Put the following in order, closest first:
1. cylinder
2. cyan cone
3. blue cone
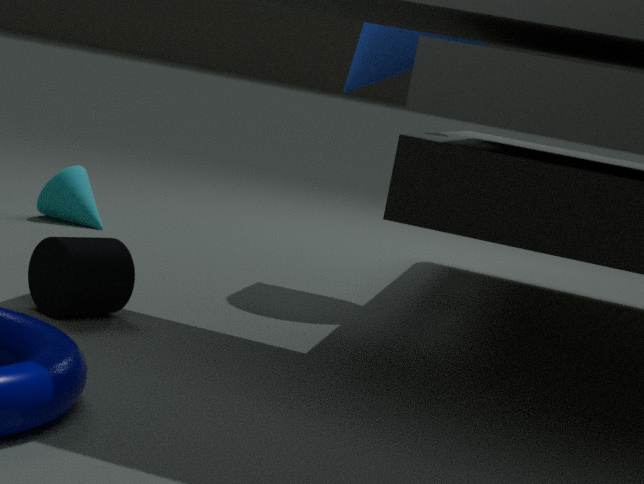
cylinder
blue cone
cyan cone
